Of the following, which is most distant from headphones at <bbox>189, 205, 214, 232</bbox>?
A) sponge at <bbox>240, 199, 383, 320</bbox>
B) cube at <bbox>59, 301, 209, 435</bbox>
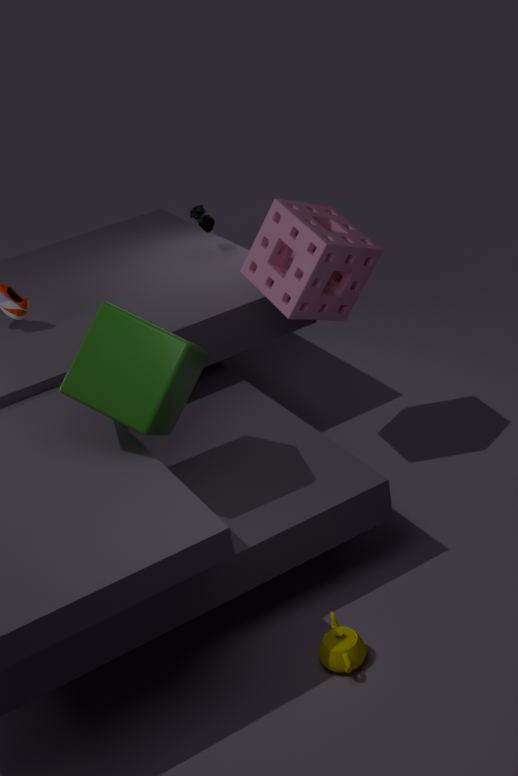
cube at <bbox>59, 301, 209, 435</bbox>
